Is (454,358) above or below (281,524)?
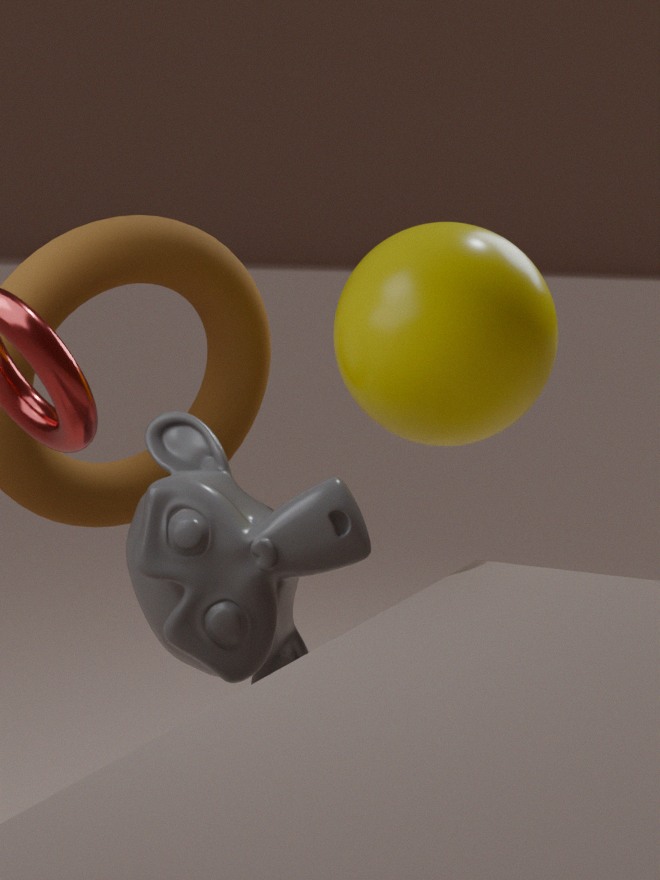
above
